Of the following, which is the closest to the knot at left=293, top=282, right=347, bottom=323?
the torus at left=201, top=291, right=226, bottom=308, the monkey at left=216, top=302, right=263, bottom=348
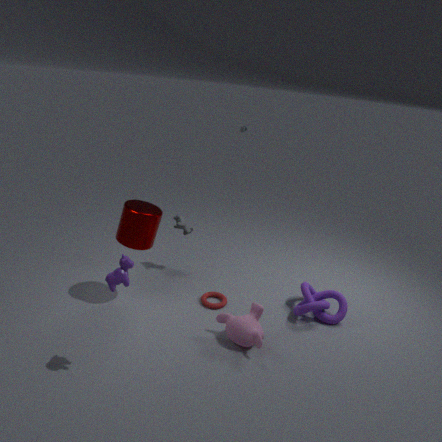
the monkey at left=216, top=302, right=263, bottom=348
